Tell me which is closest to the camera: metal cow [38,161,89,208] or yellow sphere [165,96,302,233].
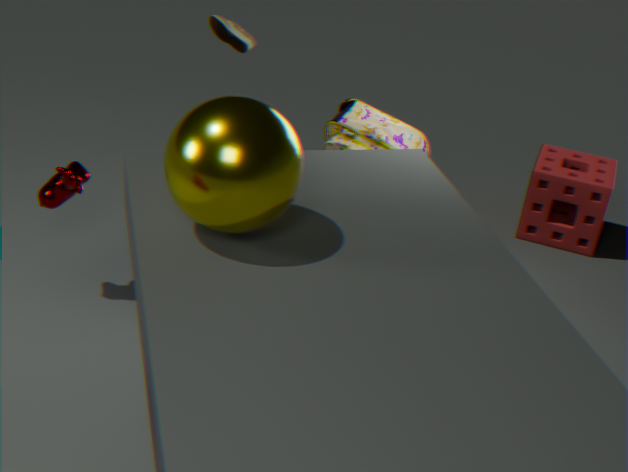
yellow sphere [165,96,302,233]
